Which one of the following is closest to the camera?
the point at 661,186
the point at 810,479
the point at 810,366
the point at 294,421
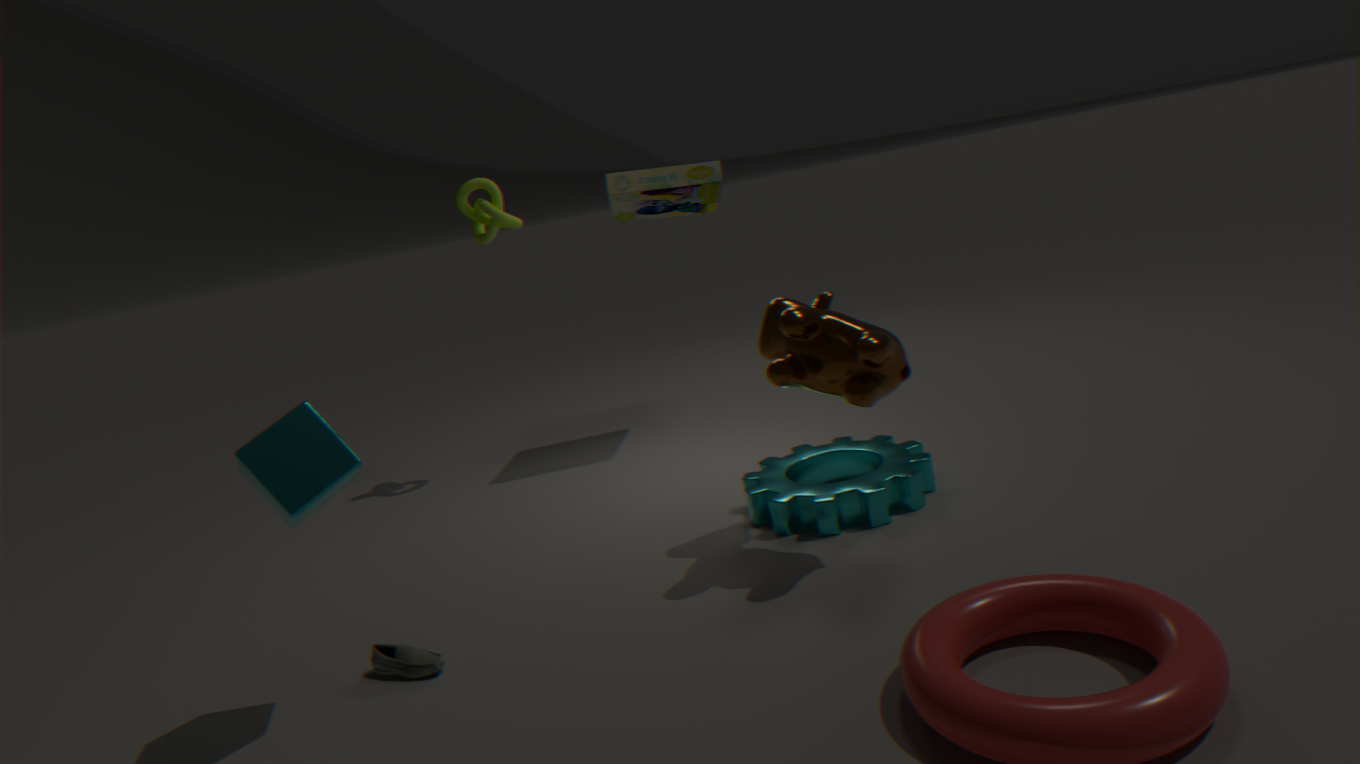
the point at 294,421
